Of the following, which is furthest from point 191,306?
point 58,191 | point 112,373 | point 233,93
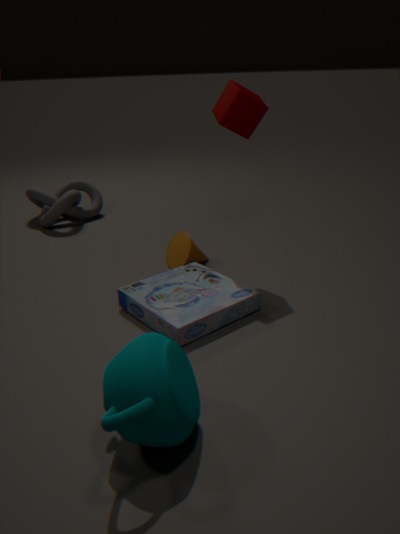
point 58,191
